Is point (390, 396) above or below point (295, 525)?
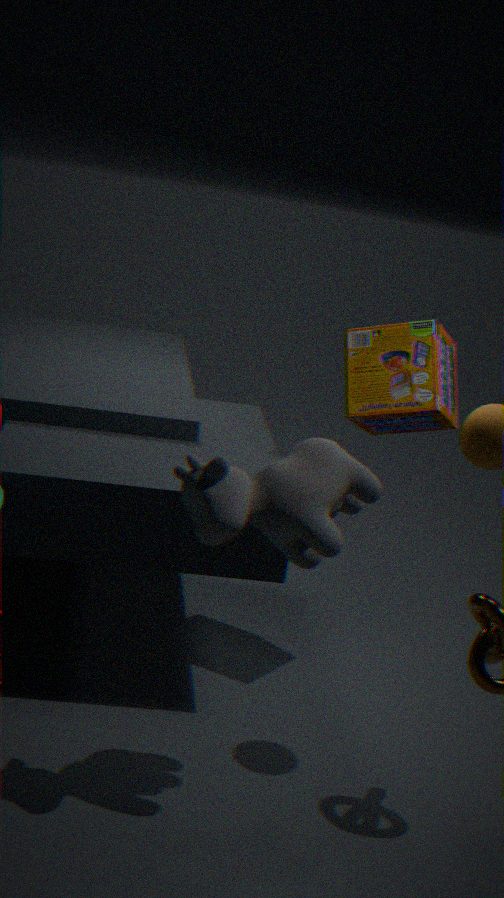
above
